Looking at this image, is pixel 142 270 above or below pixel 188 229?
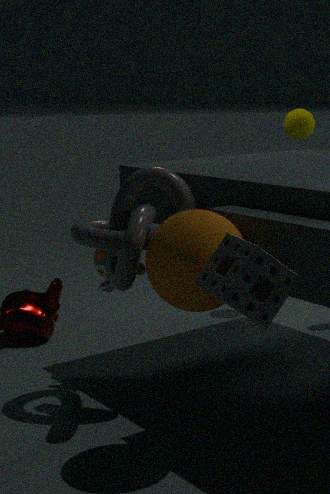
below
